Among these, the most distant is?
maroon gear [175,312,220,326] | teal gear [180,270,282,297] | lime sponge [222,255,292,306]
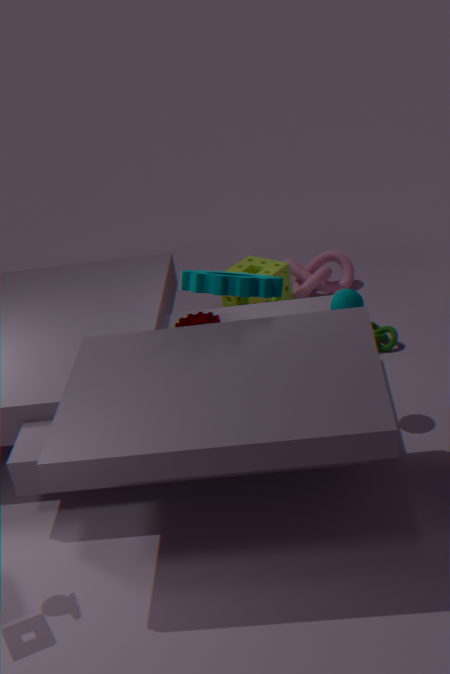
lime sponge [222,255,292,306]
